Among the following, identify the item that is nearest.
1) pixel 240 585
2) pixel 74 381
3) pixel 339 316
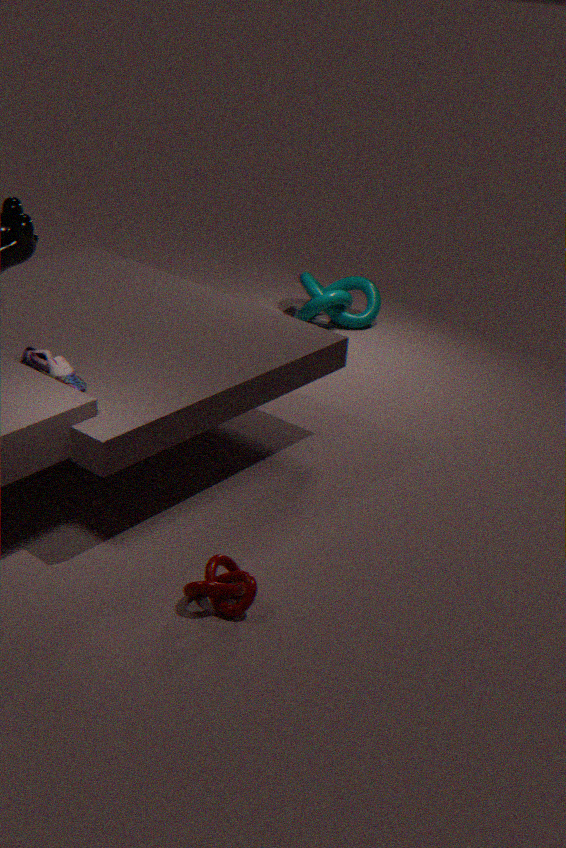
1. pixel 240 585
